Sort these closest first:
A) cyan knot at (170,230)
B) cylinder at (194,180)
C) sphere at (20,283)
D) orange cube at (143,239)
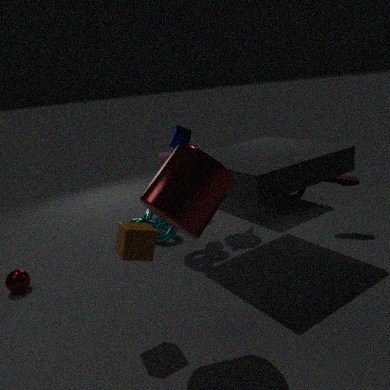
cylinder at (194,180) → orange cube at (143,239) → sphere at (20,283) → cyan knot at (170,230)
